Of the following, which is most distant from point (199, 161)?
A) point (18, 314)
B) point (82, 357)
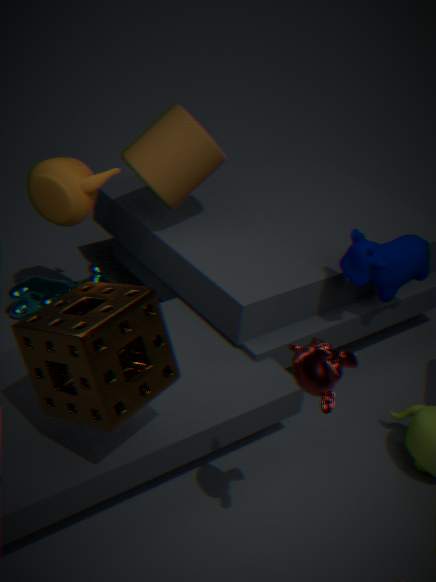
point (82, 357)
